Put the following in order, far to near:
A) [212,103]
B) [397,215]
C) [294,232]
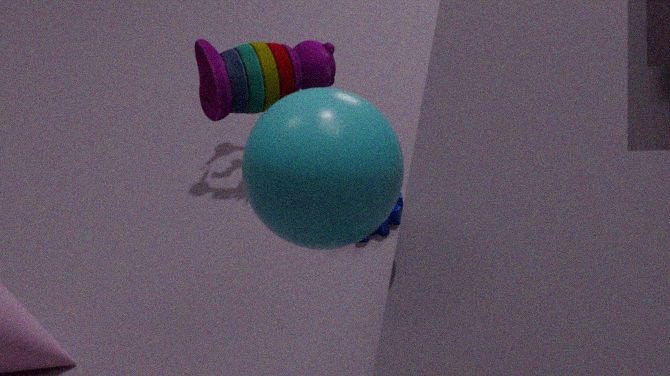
[397,215] < [212,103] < [294,232]
